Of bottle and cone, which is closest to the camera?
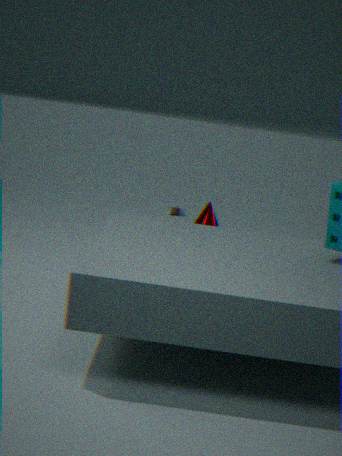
cone
